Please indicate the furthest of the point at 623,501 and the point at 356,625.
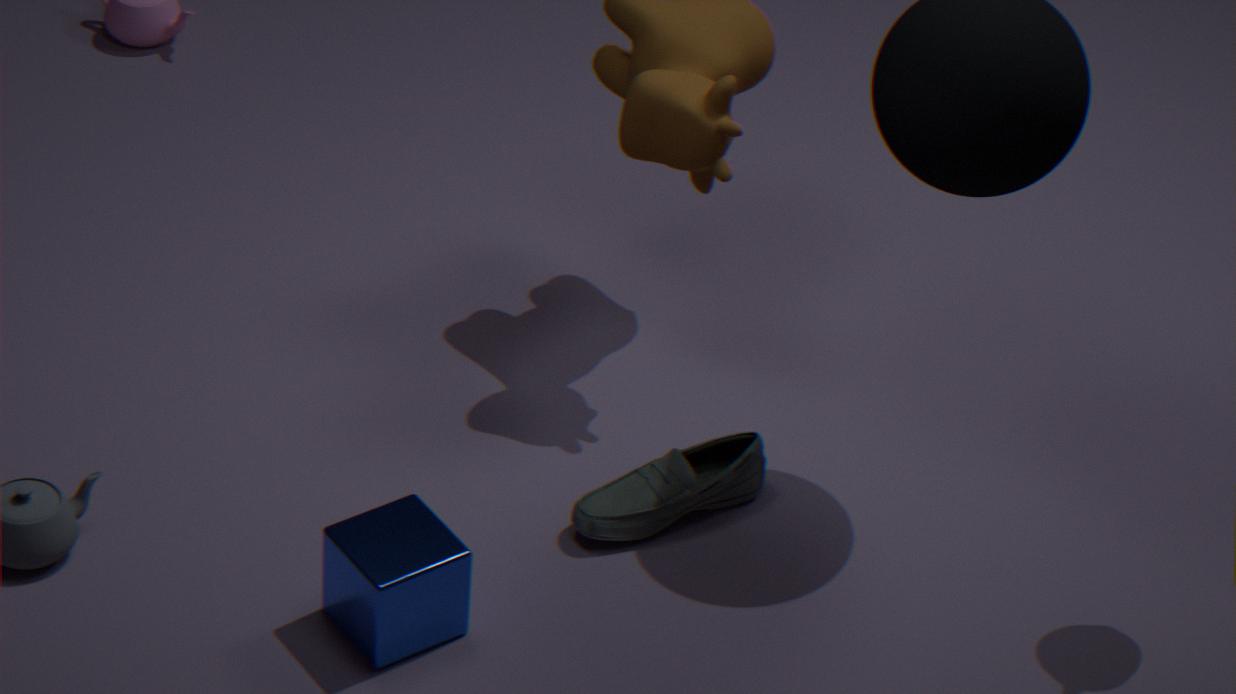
the point at 623,501
